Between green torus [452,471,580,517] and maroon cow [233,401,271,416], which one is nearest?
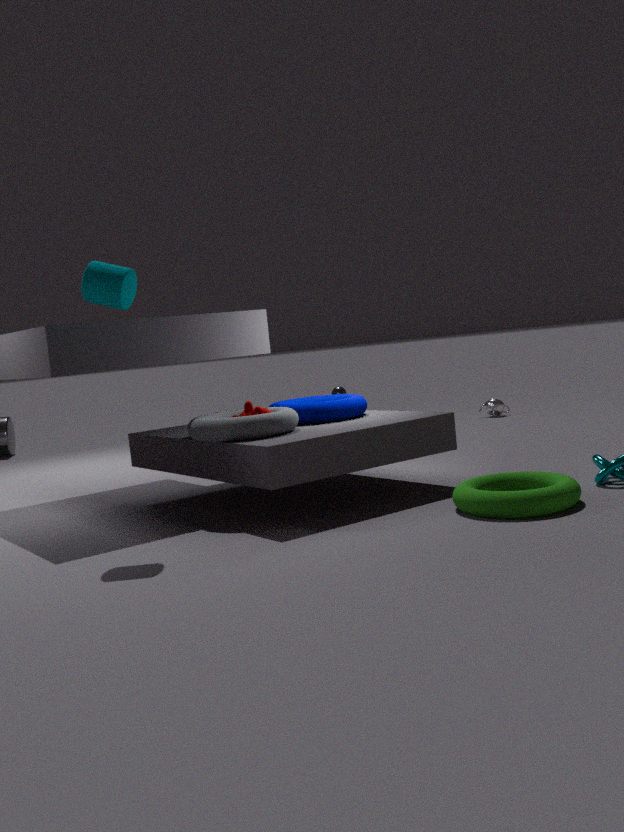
green torus [452,471,580,517]
